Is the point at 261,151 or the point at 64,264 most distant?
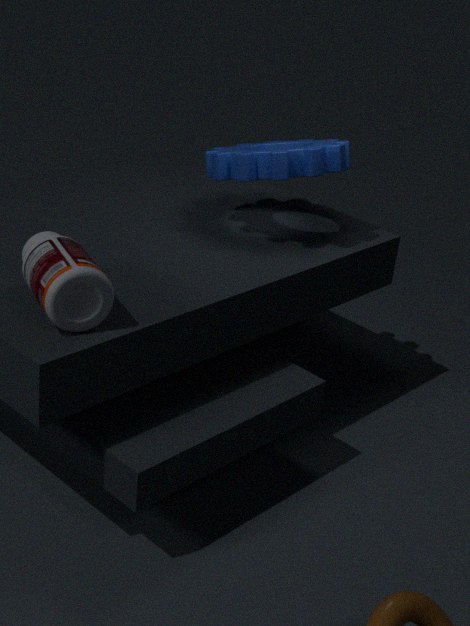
the point at 261,151
